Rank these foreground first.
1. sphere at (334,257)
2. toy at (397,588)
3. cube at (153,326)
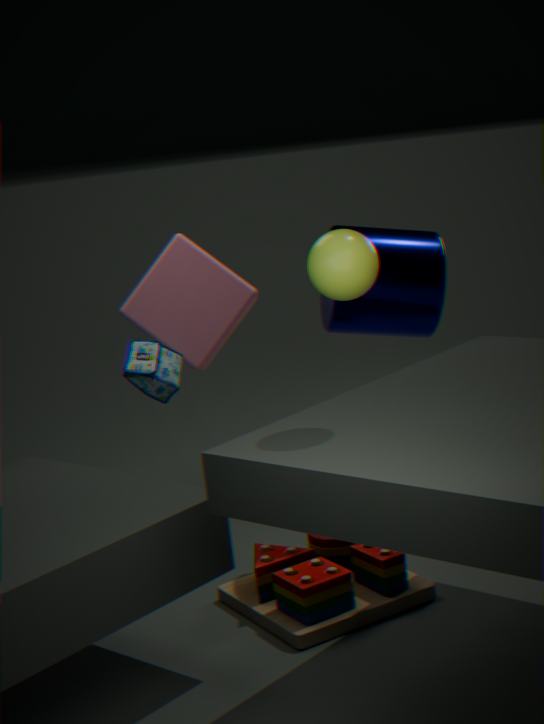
sphere at (334,257), toy at (397,588), cube at (153,326)
